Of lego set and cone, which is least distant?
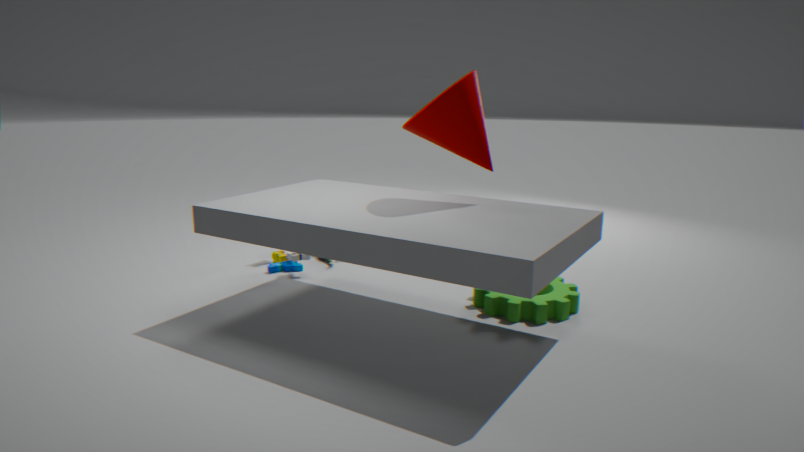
cone
